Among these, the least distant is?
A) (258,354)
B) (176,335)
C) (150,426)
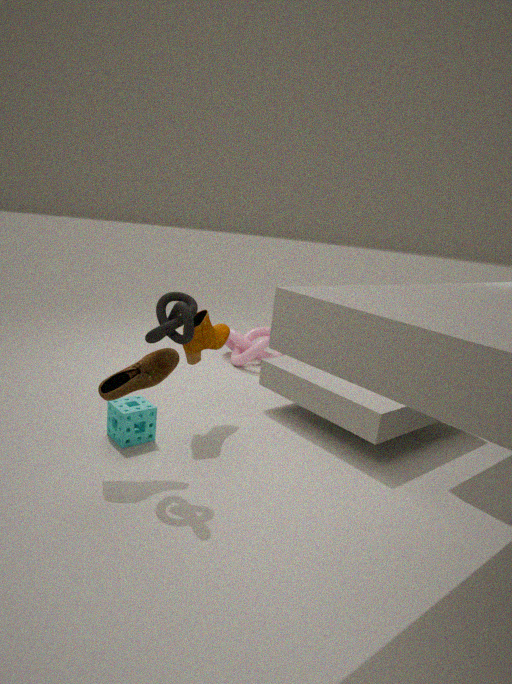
(176,335)
